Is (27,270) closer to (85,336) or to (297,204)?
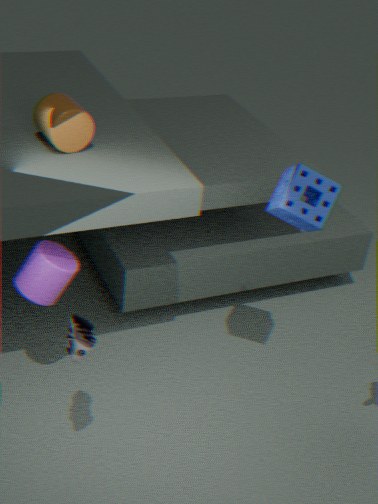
(85,336)
